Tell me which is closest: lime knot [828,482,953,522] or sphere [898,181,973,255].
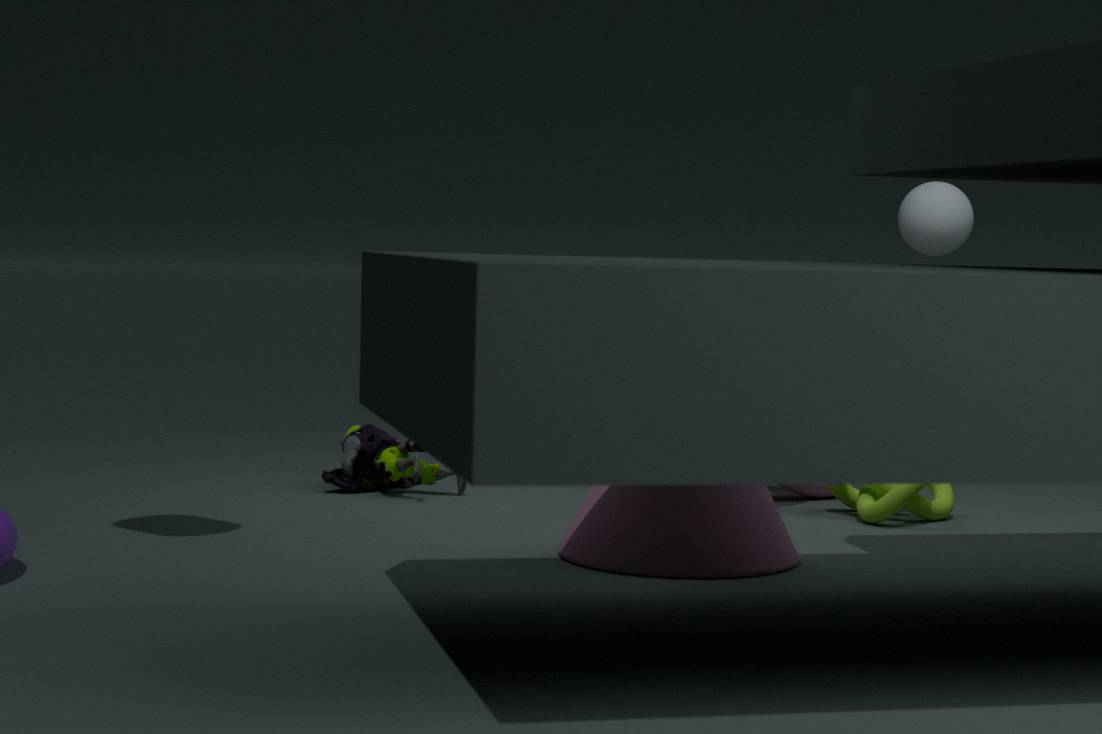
lime knot [828,482,953,522]
